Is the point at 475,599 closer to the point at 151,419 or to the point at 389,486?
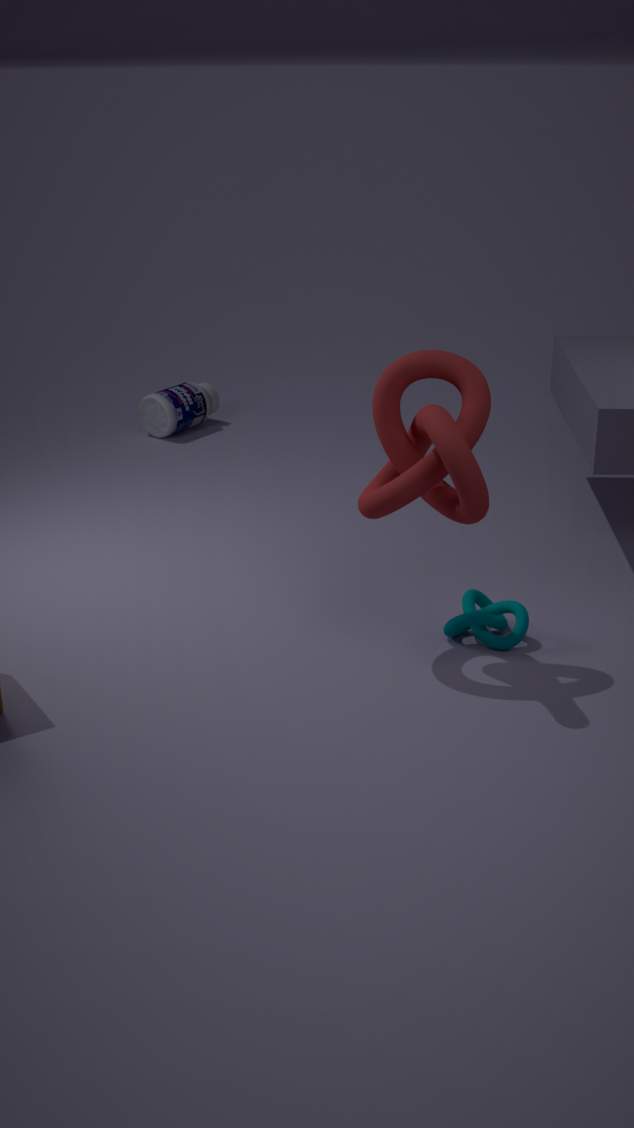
the point at 389,486
